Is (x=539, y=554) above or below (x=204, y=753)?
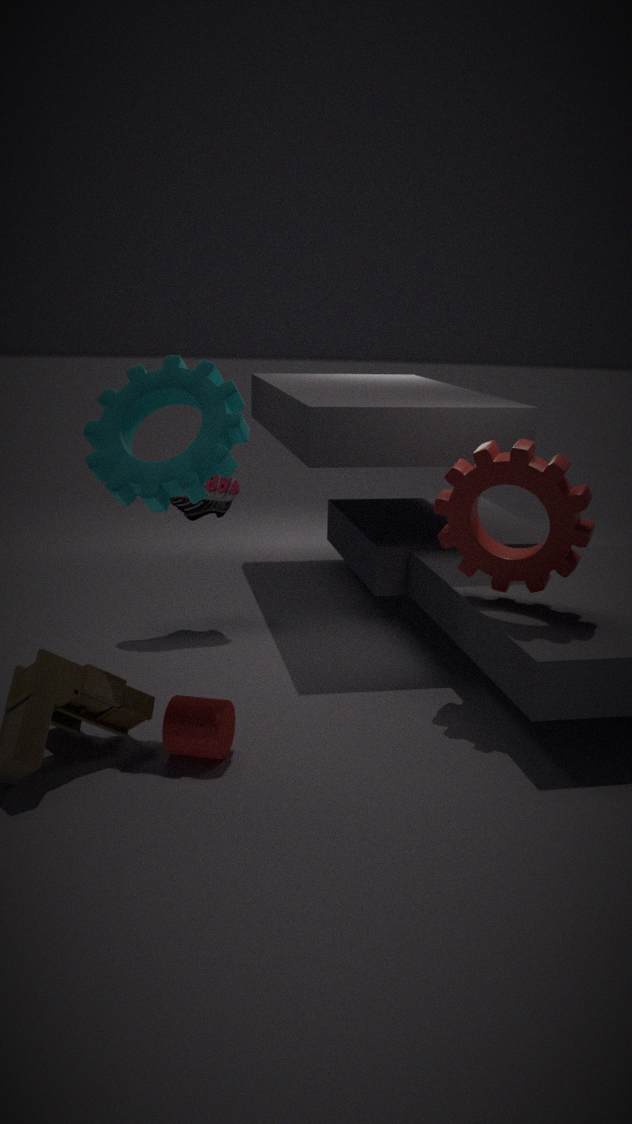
above
